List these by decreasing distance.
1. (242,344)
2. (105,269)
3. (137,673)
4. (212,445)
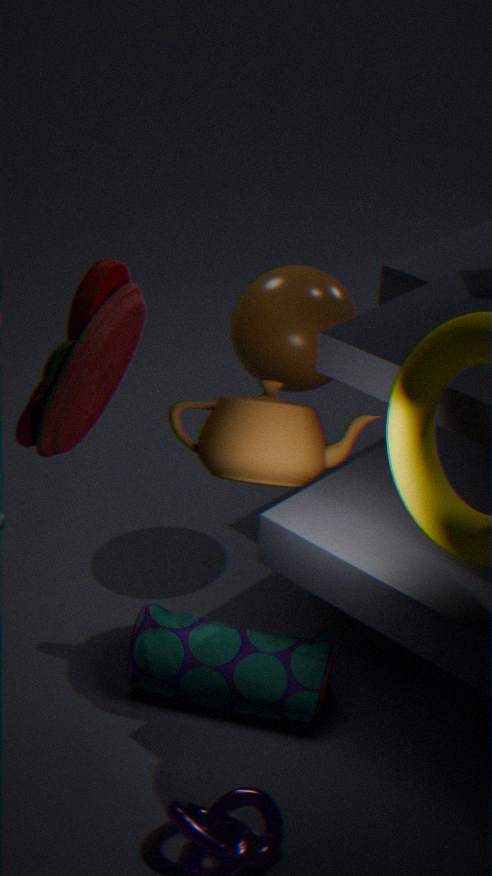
1. (242,344)
2. (137,673)
3. (212,445)
4. (105,269)
